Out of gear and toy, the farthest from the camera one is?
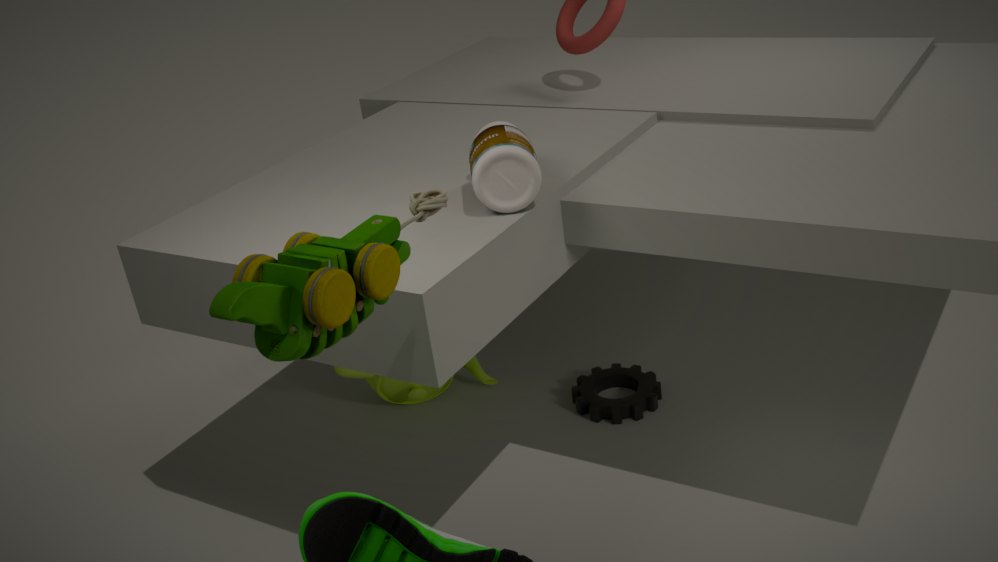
gear
